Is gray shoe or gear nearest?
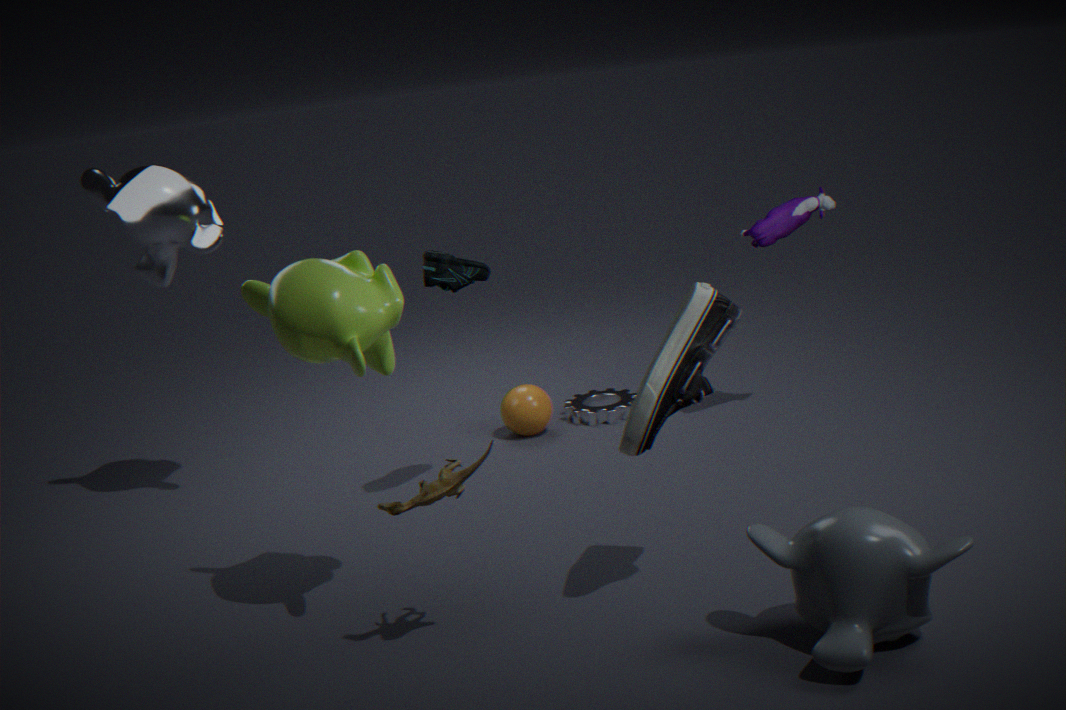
gray shoe
